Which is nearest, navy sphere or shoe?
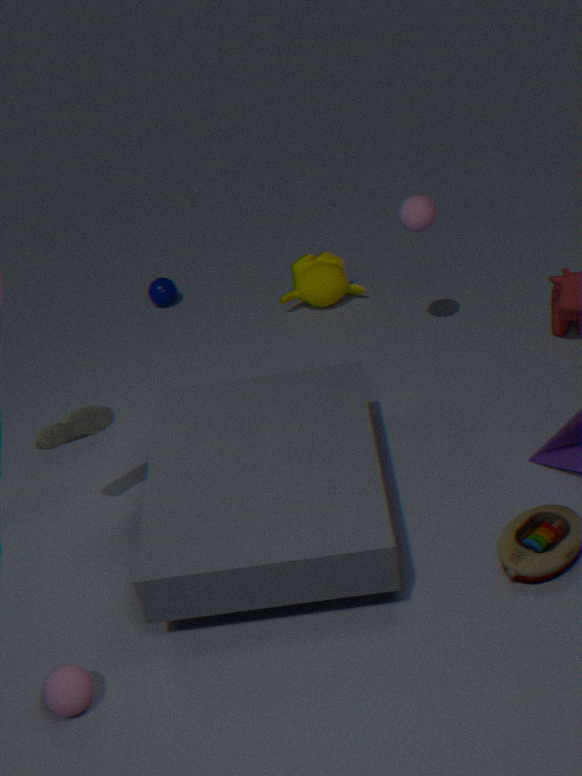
shoe
